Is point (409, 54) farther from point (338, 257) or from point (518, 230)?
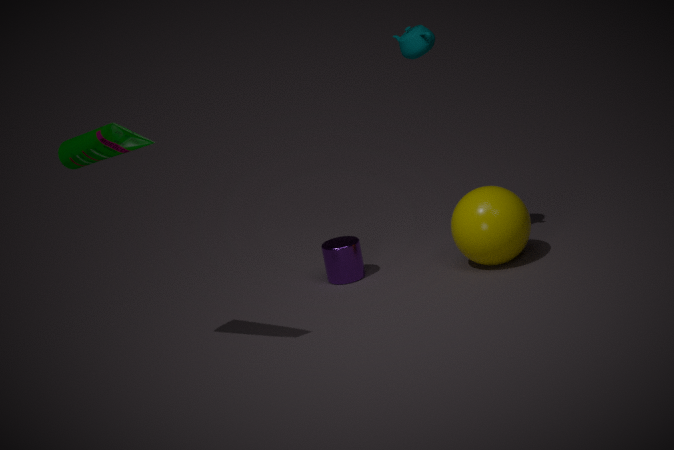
point (338, 257)
